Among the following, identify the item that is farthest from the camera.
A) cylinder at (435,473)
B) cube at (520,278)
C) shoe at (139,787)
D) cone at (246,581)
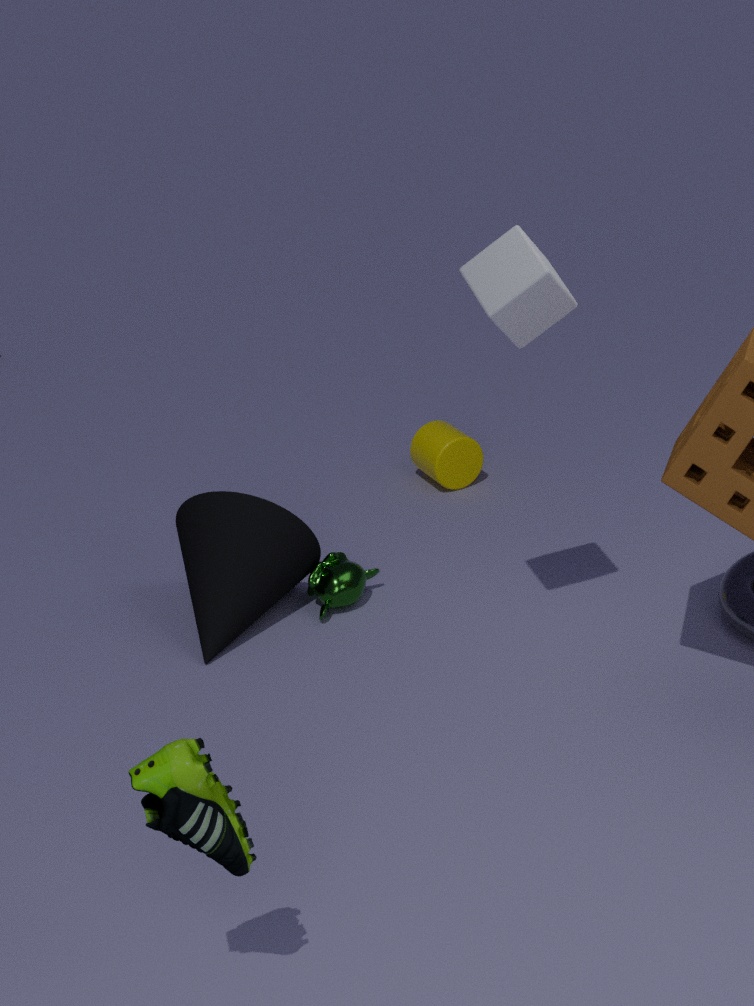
cylinder at (435,473)
